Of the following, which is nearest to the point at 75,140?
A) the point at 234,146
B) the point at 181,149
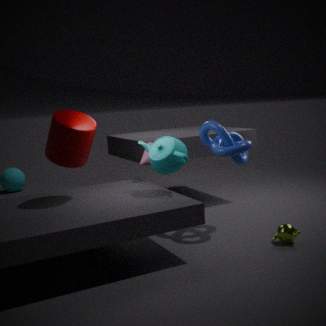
the point at 181,149
